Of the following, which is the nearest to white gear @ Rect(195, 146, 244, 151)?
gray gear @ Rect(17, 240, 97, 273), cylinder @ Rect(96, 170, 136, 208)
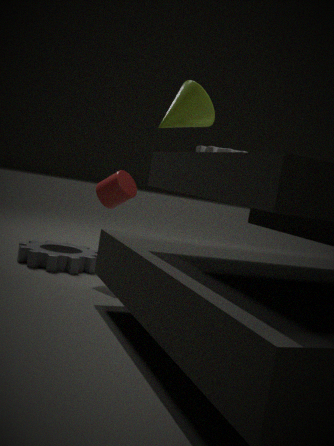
cylinder @ Rect(96, 170, 136, 208)
